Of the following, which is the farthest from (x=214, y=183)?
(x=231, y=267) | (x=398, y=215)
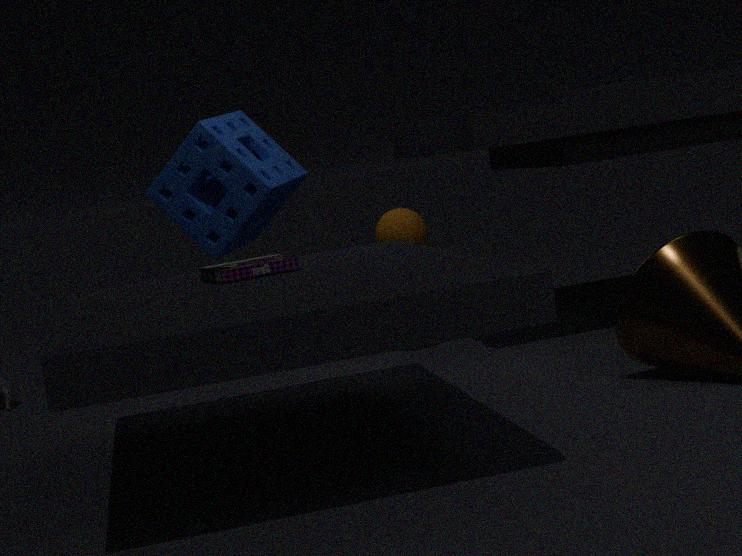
(x=231, y=267)
